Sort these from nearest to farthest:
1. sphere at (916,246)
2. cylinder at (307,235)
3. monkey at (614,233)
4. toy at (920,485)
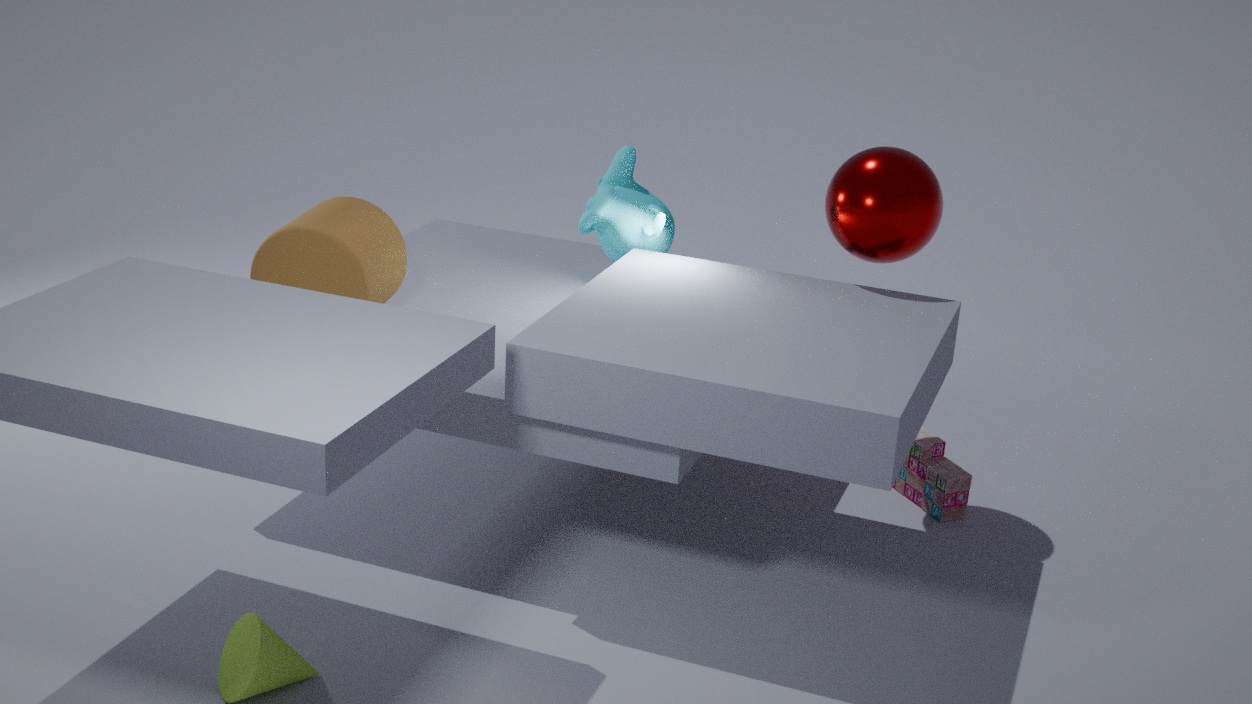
cylinder at (307,235) → sphere at (916,246) → toy at (920,485) → monkey at (614,233)
